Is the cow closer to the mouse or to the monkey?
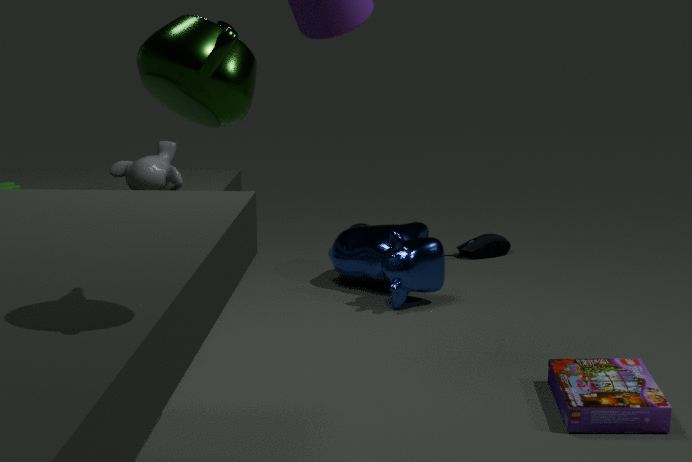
the mouse
